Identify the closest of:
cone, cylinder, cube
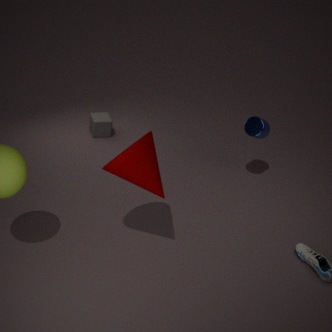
cone
